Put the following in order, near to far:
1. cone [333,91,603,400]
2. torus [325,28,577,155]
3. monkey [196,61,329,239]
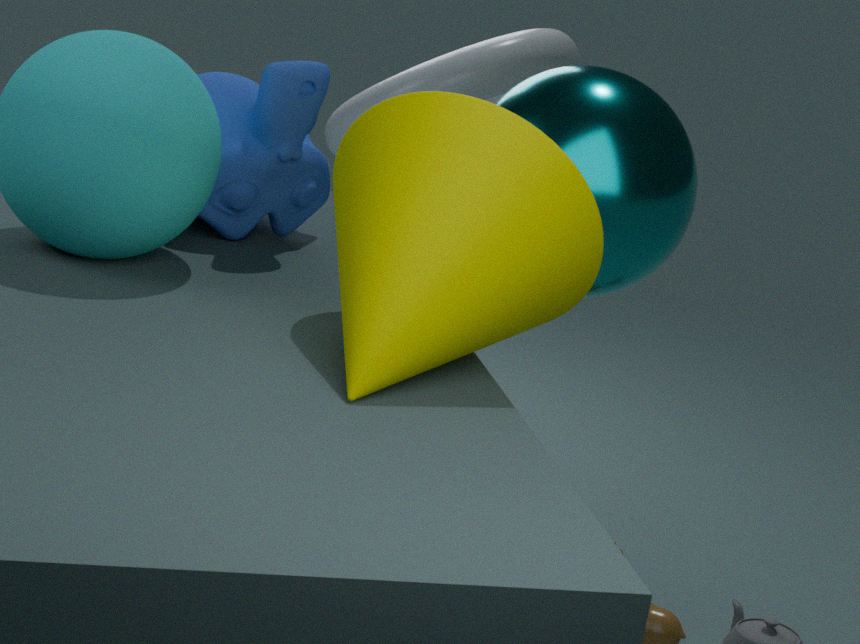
cone [333,91,603,400]
monkey [196,61,329,239]
torus [325,28,577,155]
